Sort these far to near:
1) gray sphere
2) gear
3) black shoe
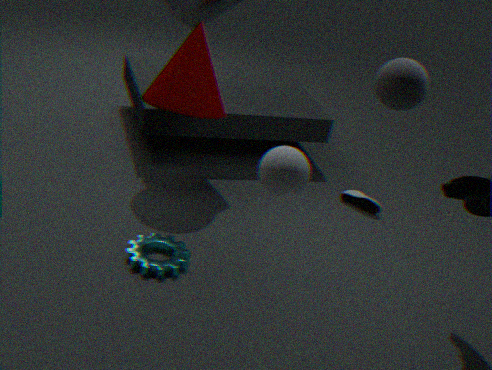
3. black shoe
2. gear
1. gray sphere
